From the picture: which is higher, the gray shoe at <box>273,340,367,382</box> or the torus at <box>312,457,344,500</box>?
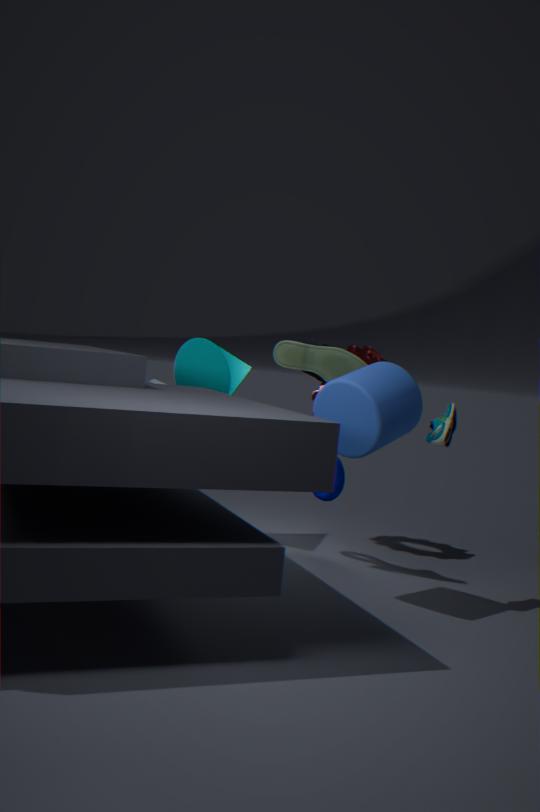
the gray shoe at <box>273,340,367,382</box>
